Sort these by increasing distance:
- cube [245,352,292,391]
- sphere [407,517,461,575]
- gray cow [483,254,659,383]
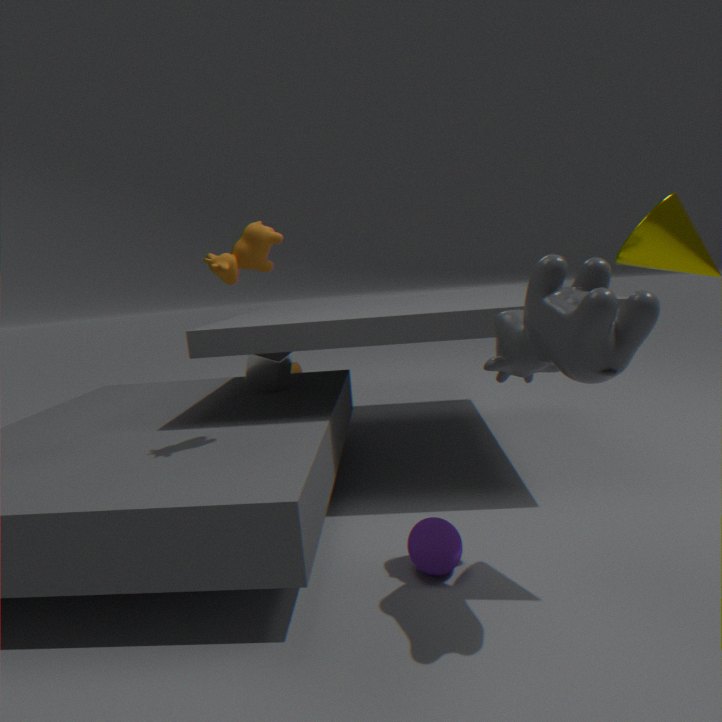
1. gray cow [483,254,659,383]
2. sphere [407,517,461,575]
3. cube [245,352,292,391]
